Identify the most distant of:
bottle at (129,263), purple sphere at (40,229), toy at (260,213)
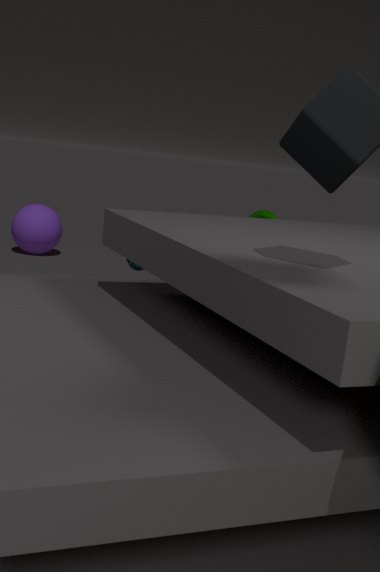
purple sphere at (40,229)
